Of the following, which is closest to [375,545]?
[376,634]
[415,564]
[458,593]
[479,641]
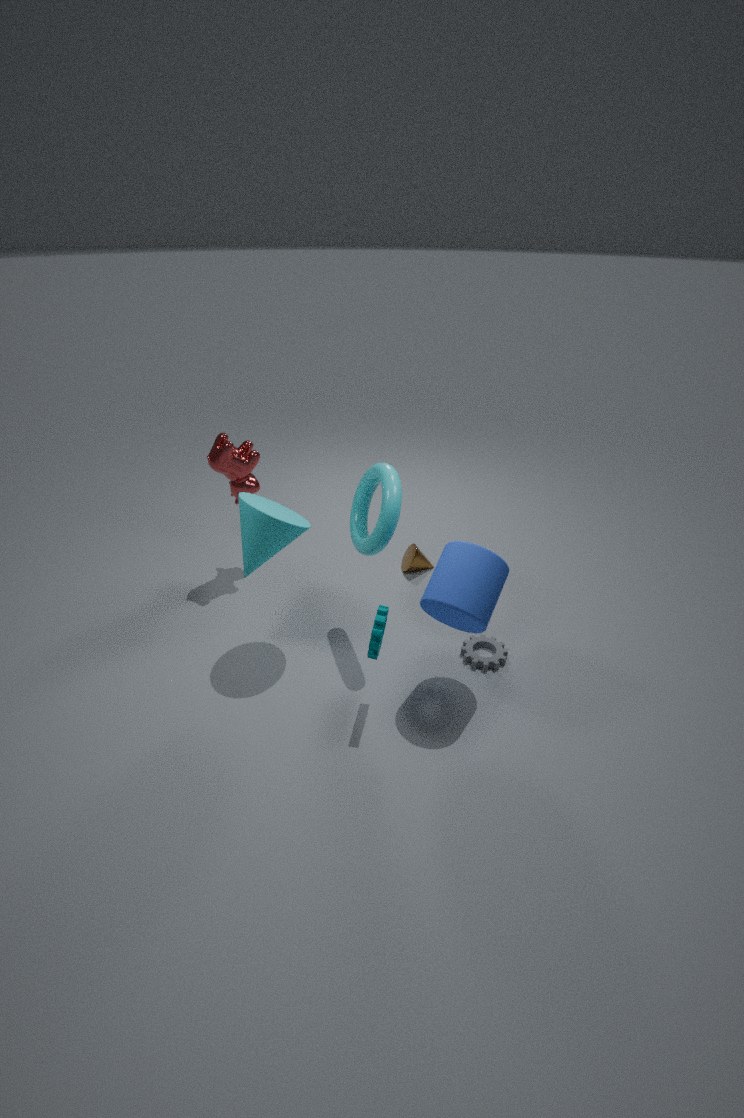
[458,593]
